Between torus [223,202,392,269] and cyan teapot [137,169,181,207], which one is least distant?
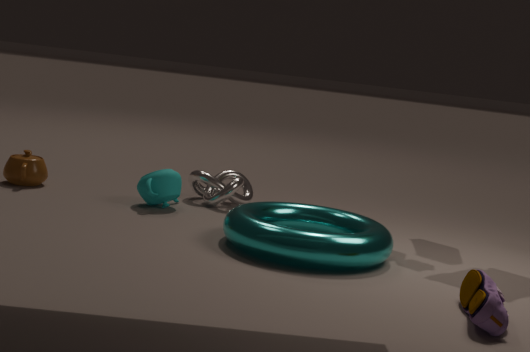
torus [223,202,392,269]
